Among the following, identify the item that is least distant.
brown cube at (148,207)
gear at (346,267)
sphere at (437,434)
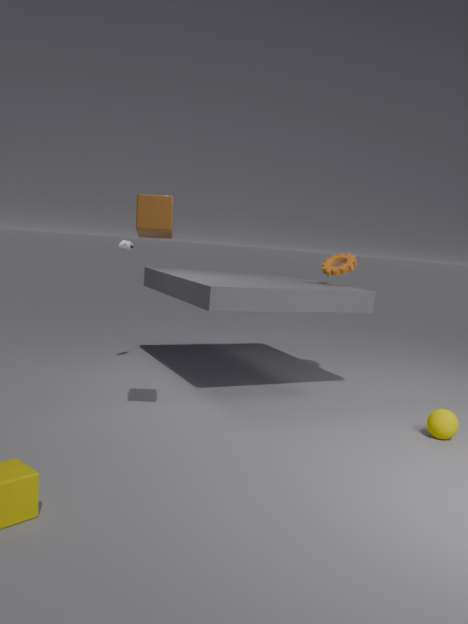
brown cube at (148,207)
